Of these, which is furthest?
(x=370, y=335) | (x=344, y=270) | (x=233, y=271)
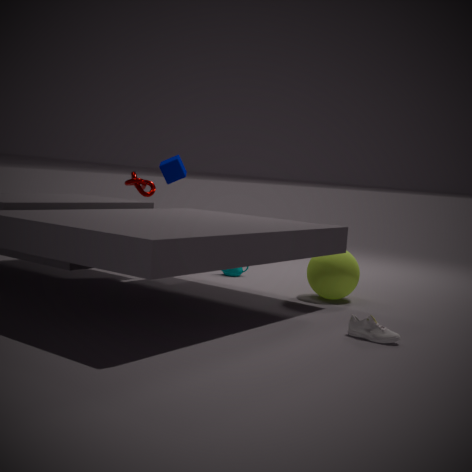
(x=233, y=271)
